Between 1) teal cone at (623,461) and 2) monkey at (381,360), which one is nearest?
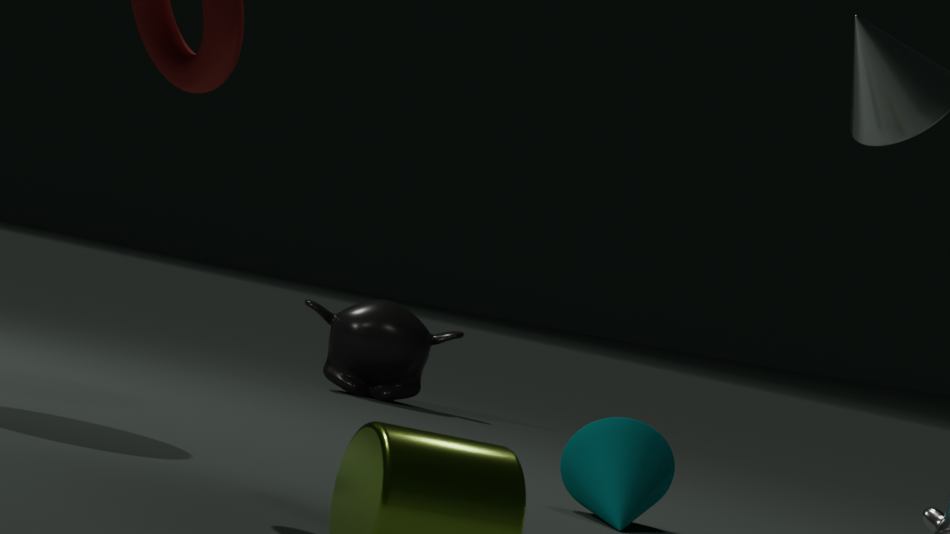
1. teal cone at (623,461)
